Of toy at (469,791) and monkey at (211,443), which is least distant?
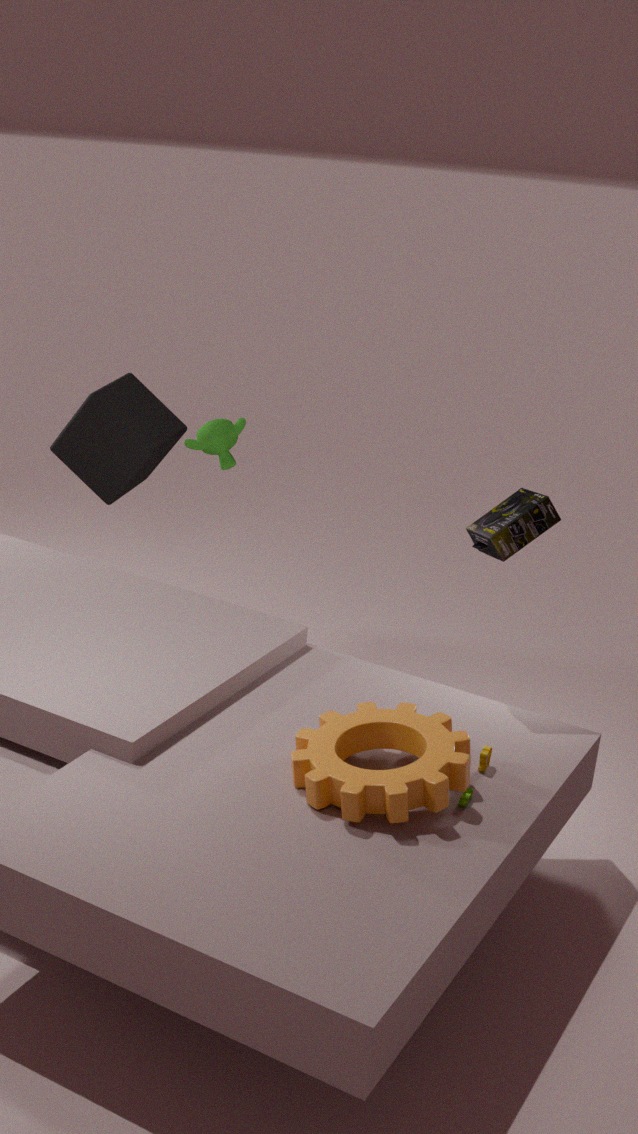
toy at (469,791)
